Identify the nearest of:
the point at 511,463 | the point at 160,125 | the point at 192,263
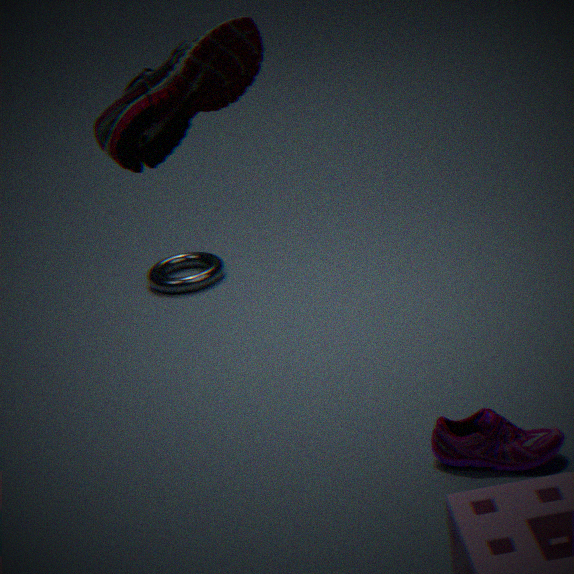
the point at 160,125
